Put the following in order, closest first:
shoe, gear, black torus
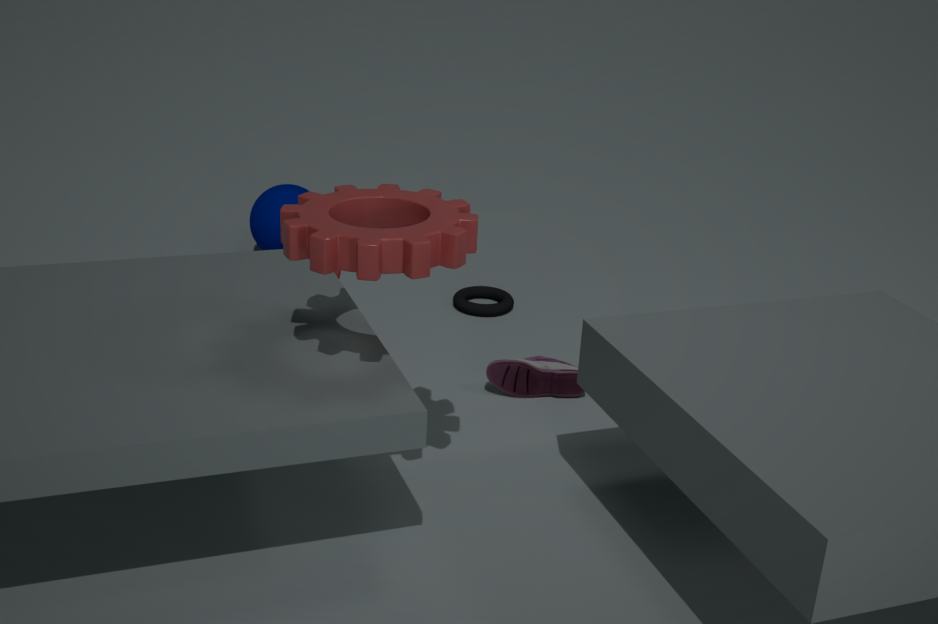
gear → shoe → black torus
